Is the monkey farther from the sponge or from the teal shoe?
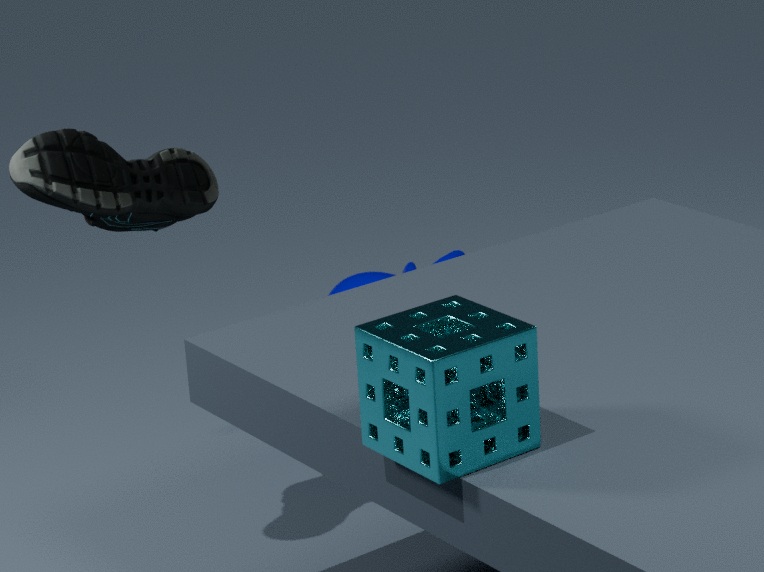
the sponge
